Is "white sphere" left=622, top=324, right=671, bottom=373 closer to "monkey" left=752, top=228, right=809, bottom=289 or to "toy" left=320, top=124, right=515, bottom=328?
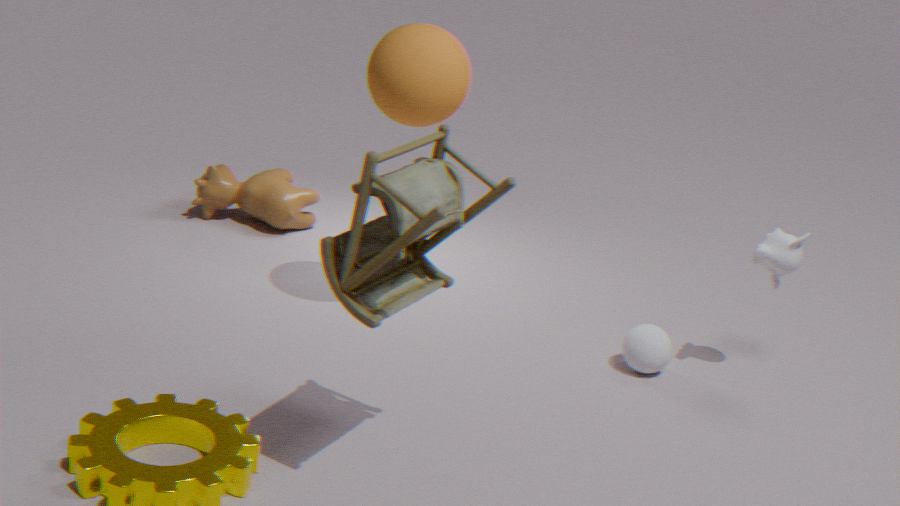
"monkey" left=752, top=228, right=809, bottom=289
